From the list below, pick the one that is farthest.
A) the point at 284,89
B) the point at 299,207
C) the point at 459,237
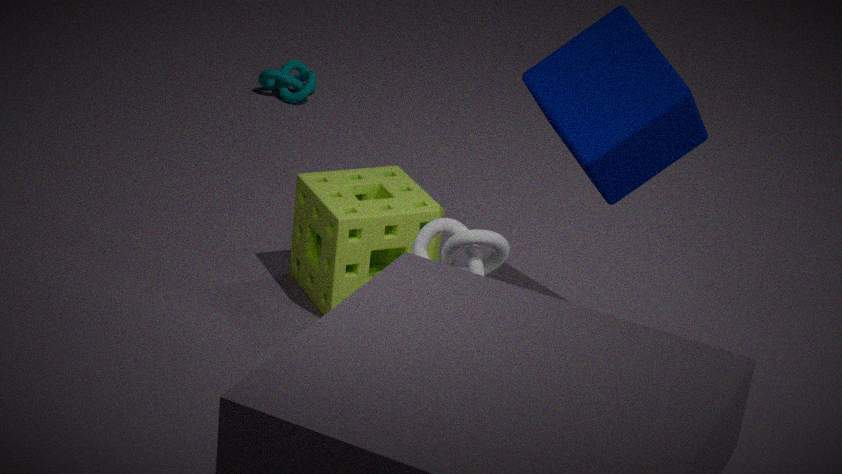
the point at 284,89
